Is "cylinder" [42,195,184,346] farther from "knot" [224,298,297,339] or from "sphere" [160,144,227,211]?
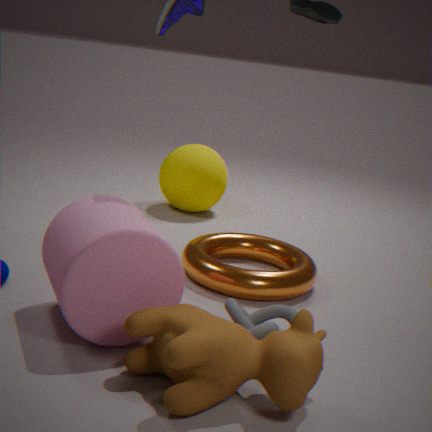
"sphere" [160,144,227,211]
